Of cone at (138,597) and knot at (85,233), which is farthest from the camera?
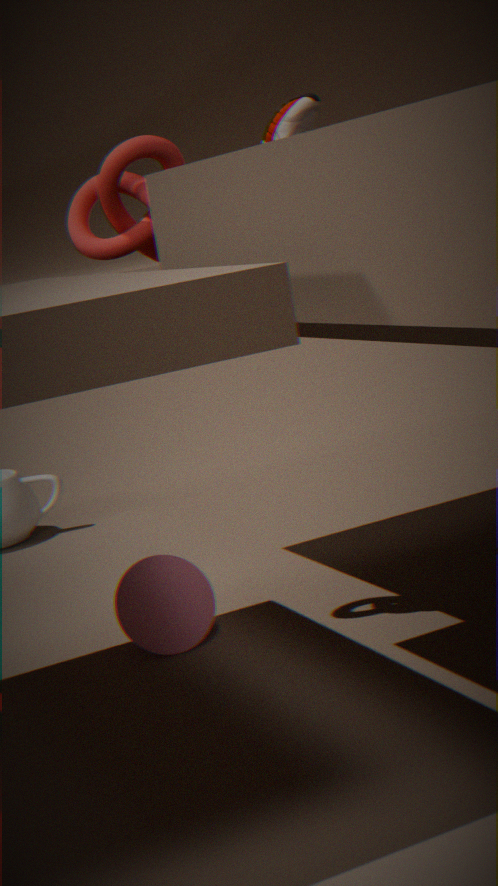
cone at (138,597)
